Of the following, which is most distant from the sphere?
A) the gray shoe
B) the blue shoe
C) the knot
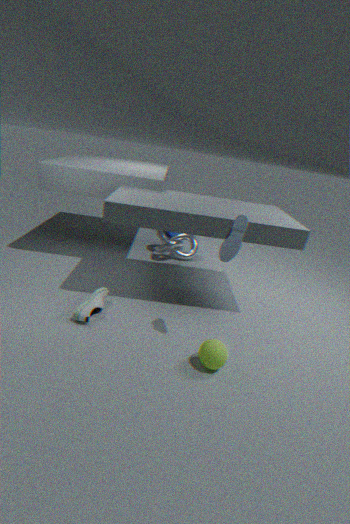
the knot
